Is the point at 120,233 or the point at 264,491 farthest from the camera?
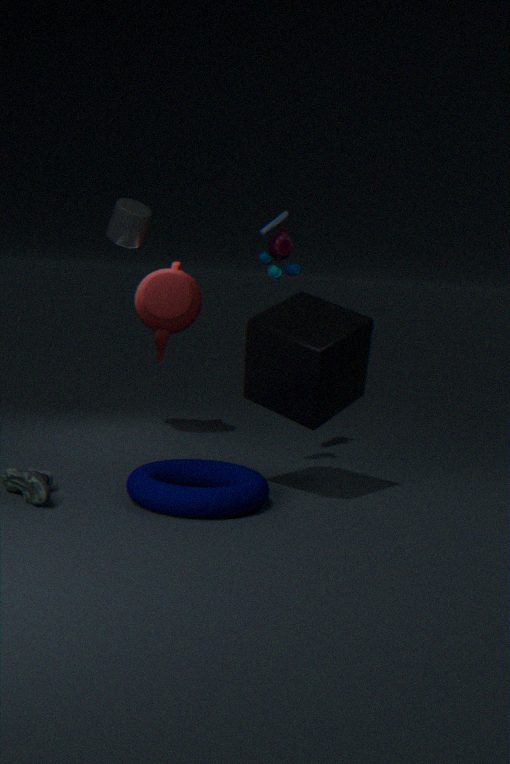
the point at 120,233
